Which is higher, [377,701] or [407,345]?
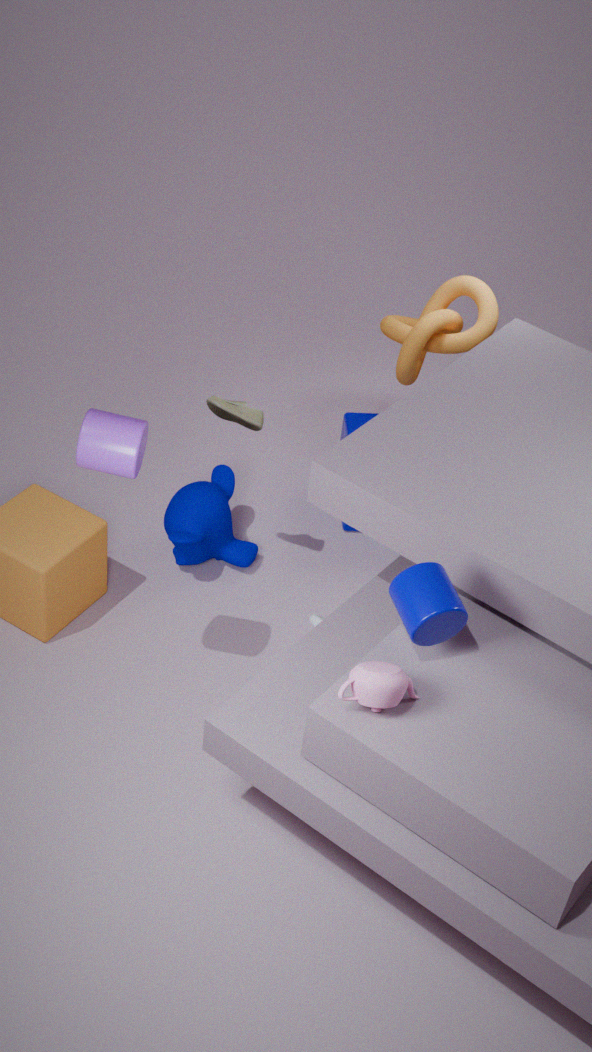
[377,701]
